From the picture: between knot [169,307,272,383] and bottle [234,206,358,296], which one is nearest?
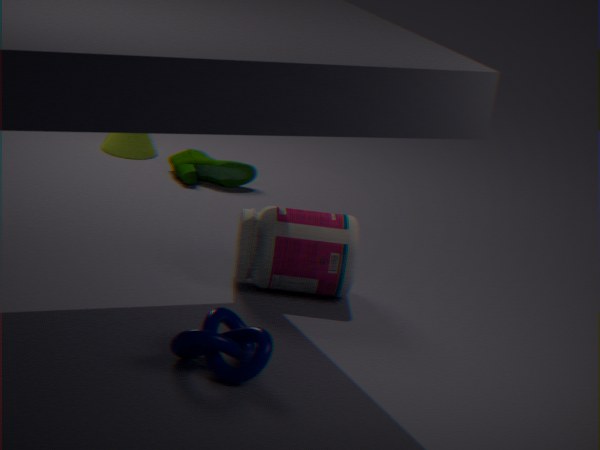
knot [169,307,272,383]
